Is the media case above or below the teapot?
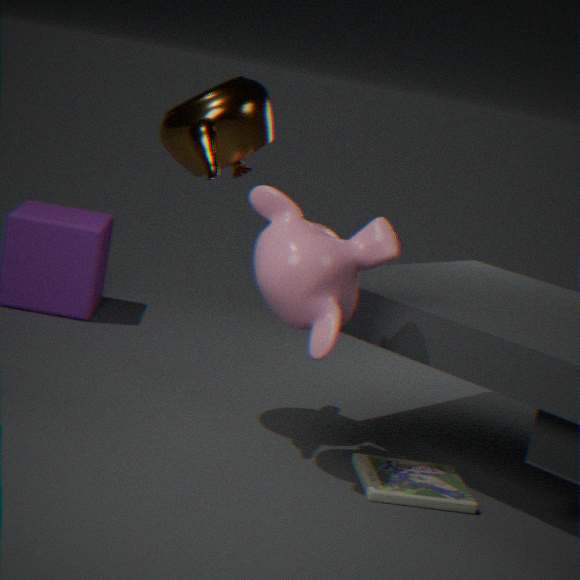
below
